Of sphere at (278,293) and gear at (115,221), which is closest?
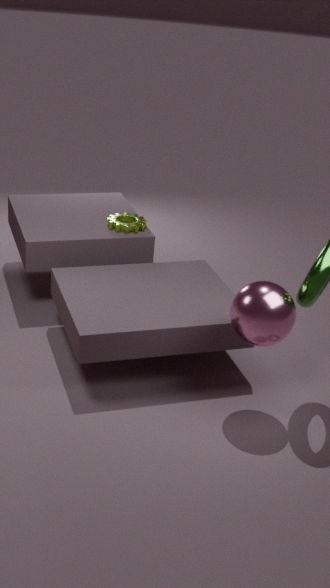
sphere at (278,293)
